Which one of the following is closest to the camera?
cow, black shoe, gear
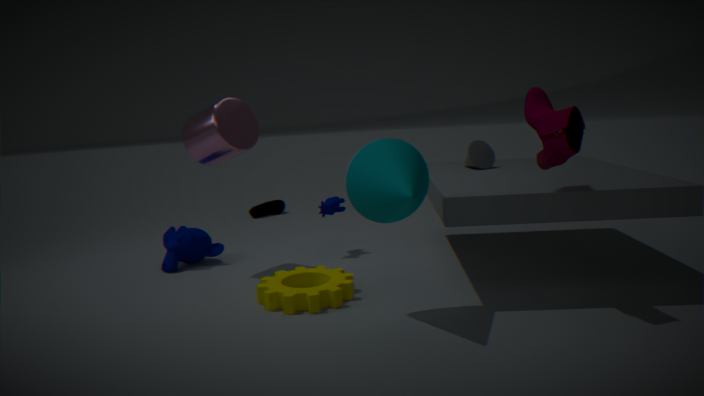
gear
